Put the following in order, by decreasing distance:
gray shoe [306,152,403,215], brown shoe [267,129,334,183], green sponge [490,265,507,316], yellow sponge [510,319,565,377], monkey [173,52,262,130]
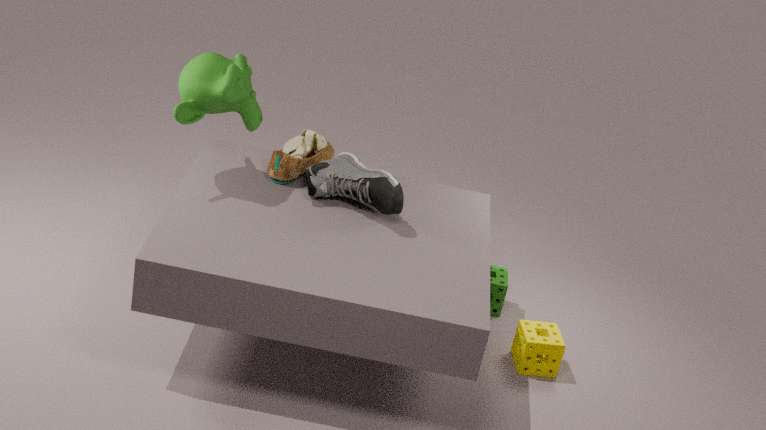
green sponge [490,265,507,316]
yellow sponge [510,319,565,377]
brown shoe [267,129,334,183]
gray shoe [306,152,403,215]
monkey [173,52,262,130]
